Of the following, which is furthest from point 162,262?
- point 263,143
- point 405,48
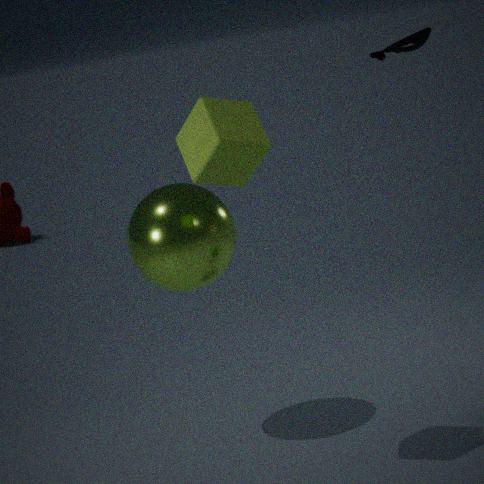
point 405,48
